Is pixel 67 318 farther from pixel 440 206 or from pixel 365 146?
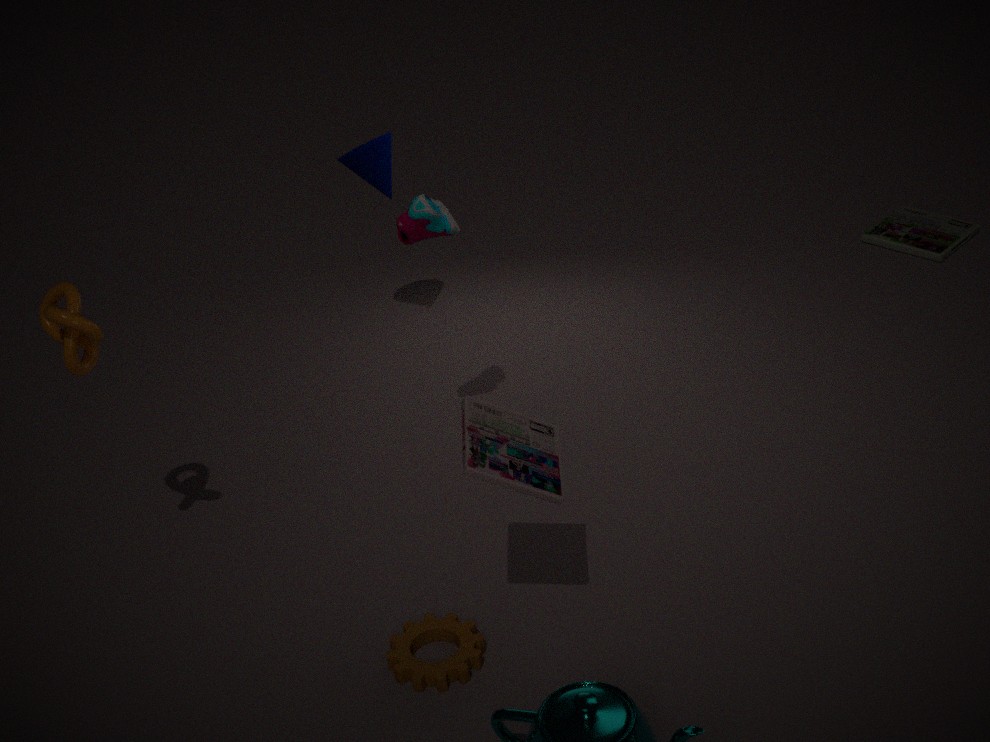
pixel 365 146
